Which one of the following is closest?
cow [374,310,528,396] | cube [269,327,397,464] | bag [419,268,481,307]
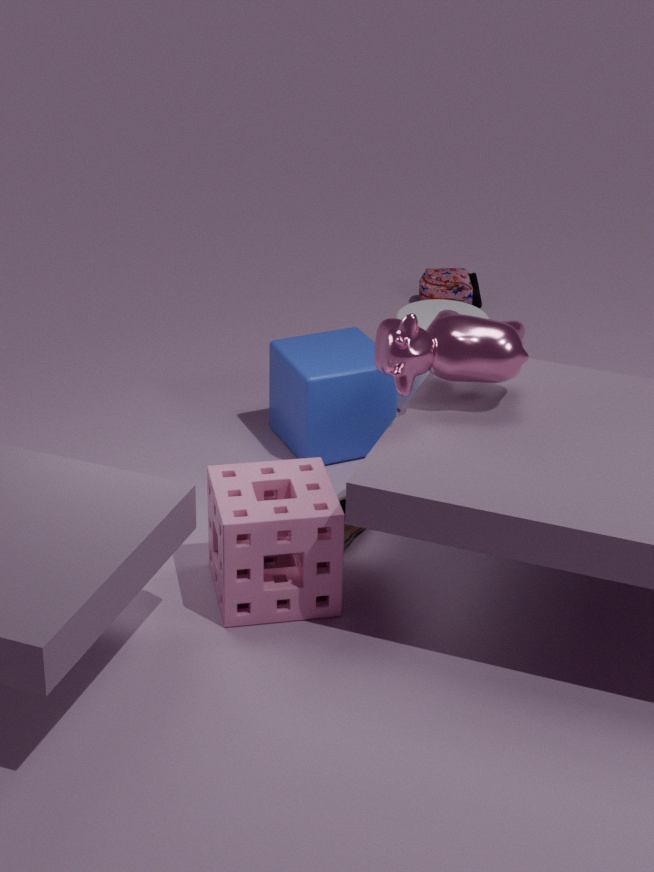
cow [374,310,528,396]
